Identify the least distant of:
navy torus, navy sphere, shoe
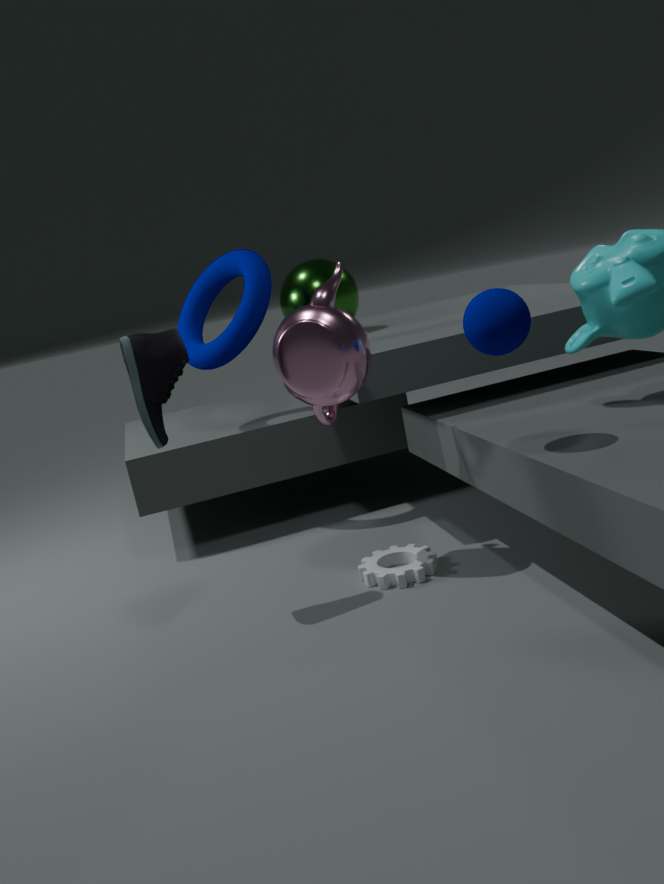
navy sphere
